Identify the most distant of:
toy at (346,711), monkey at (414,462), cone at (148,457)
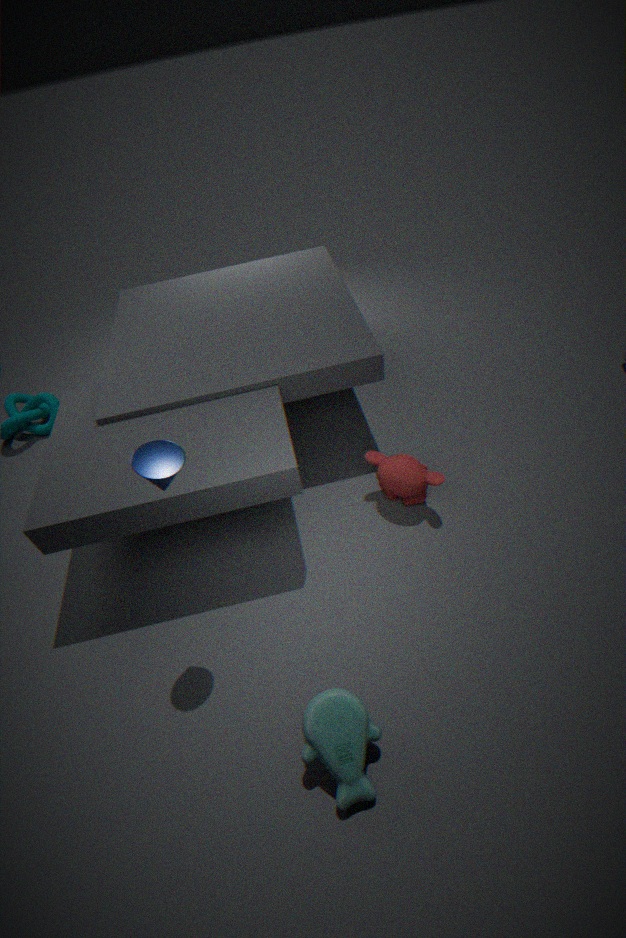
monkey at (414,462)
